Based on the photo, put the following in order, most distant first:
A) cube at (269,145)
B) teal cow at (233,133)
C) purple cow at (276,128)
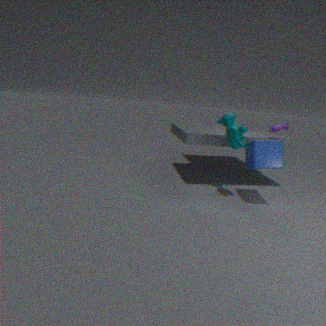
purple cow at (276,128), cube at (269,145), teal cow at (233,133)
